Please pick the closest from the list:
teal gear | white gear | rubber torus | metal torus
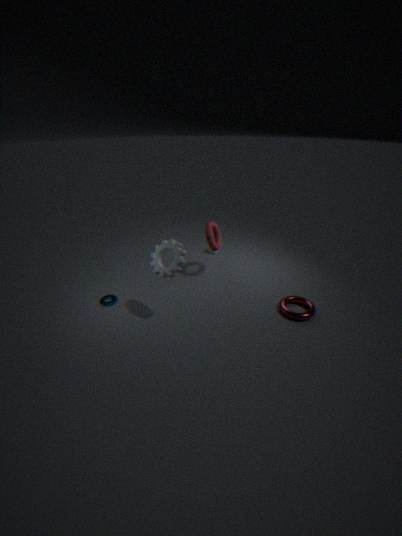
white gear
